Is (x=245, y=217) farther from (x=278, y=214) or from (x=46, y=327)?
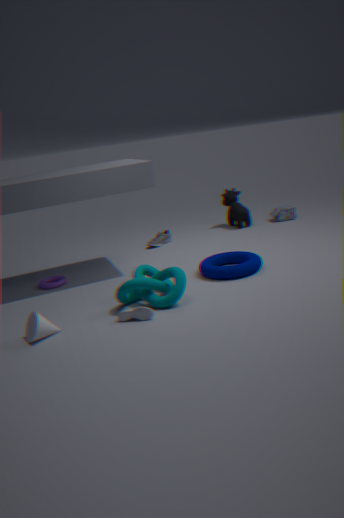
(x=46, y=327)
